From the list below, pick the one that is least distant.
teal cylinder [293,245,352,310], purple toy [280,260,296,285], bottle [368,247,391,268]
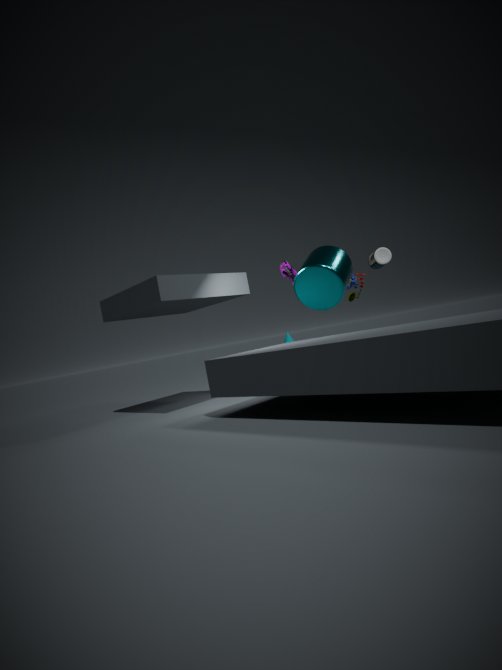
teal cylinder [293,245,352,310]
